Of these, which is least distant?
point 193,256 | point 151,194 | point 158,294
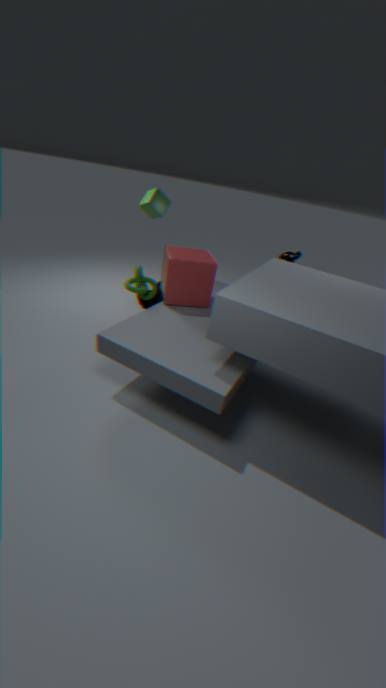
point 193,256
